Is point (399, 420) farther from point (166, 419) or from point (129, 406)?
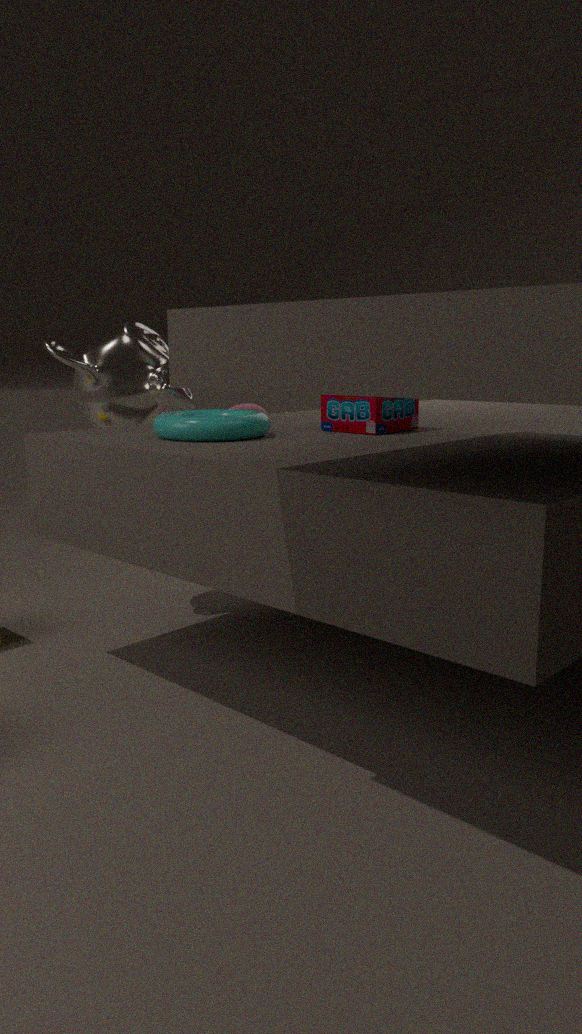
point (129, 406)
